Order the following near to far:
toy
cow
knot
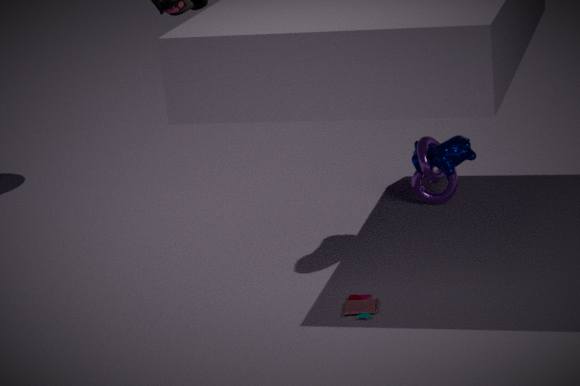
toy
cow
knot
